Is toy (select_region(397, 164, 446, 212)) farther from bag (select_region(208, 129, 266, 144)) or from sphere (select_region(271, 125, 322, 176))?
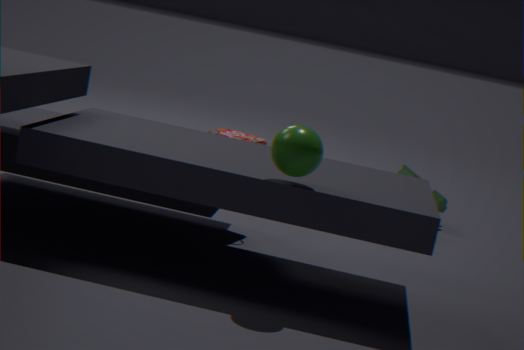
sphere (select_region(271, 125, 322, 176))
